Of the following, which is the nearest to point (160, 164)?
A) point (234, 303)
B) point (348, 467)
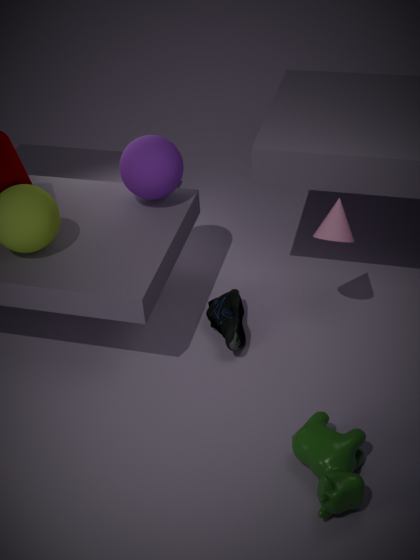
point (234, 303)
